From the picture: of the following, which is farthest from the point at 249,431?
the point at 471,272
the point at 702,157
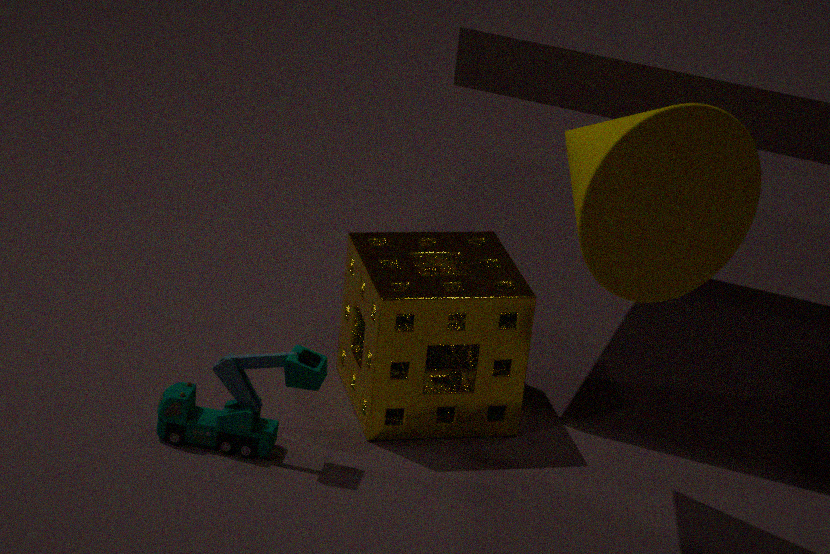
the point at 702,157
